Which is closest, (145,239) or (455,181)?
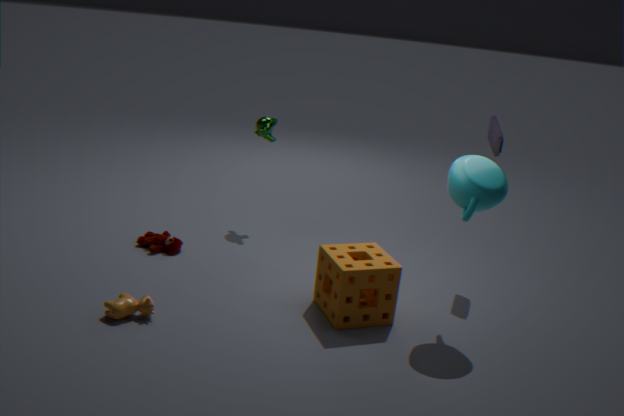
(455,181)
